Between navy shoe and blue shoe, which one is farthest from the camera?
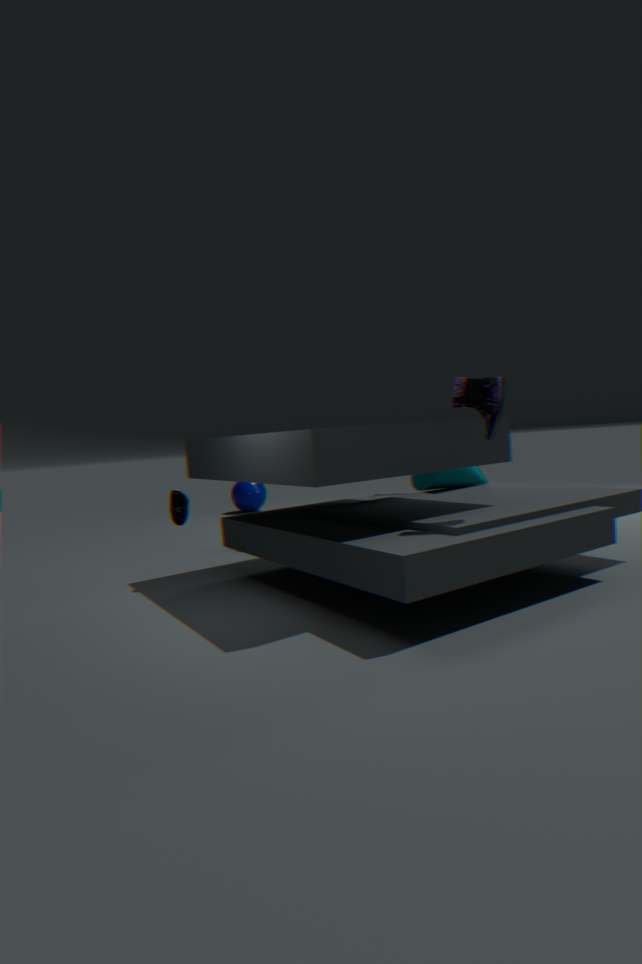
blue shoe
